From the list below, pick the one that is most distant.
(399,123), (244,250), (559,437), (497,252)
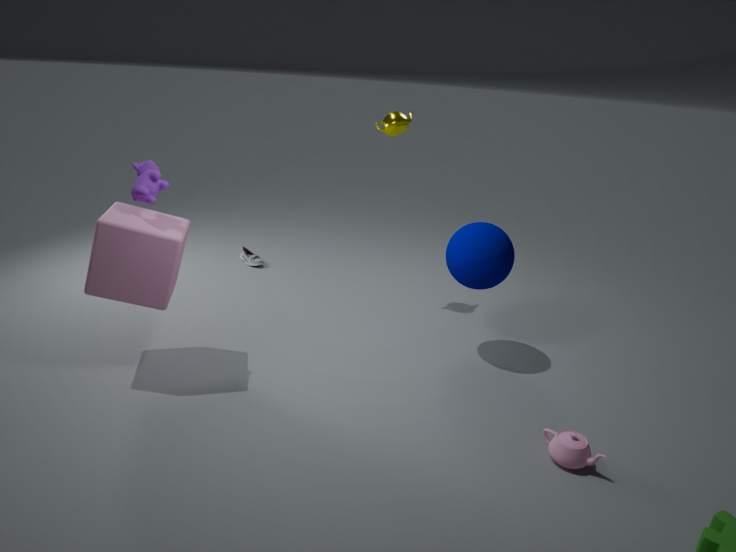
(244,250)
